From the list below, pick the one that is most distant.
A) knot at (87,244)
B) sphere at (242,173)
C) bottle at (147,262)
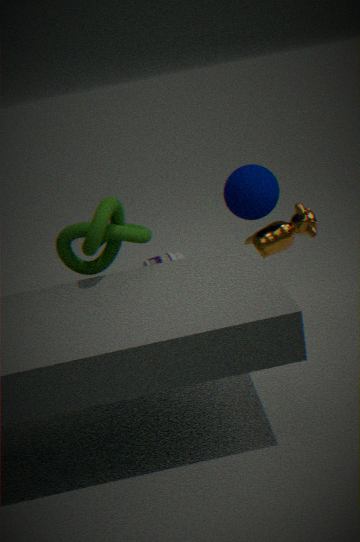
bottle at (147,262)
